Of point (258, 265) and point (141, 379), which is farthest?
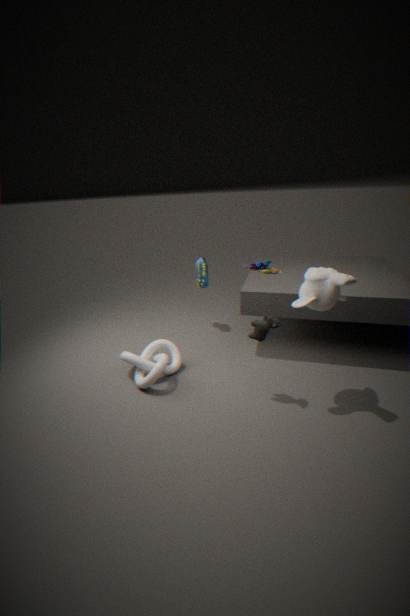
point (258, 265)
